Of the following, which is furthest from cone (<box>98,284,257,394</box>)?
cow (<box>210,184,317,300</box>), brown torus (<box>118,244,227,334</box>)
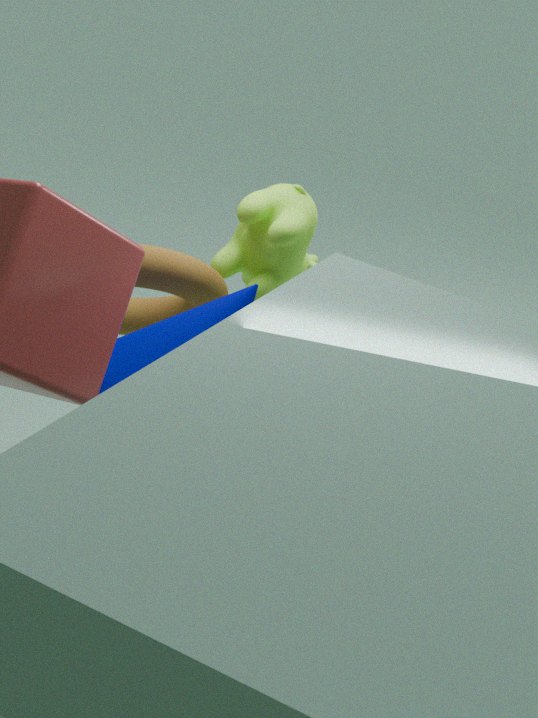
cow (<box>210,184,317,300</box>)
